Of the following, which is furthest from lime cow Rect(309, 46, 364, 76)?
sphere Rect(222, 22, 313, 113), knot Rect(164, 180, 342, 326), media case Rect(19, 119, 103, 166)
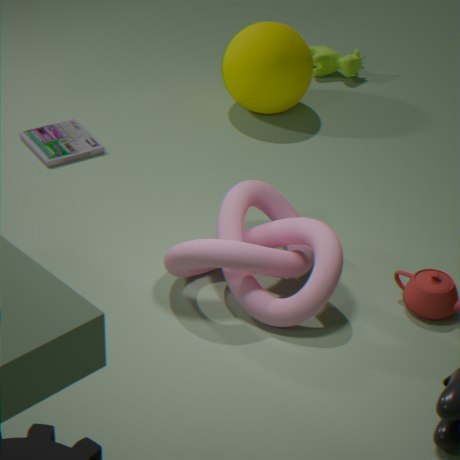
knot Rect(164, 180, 342, 326)
